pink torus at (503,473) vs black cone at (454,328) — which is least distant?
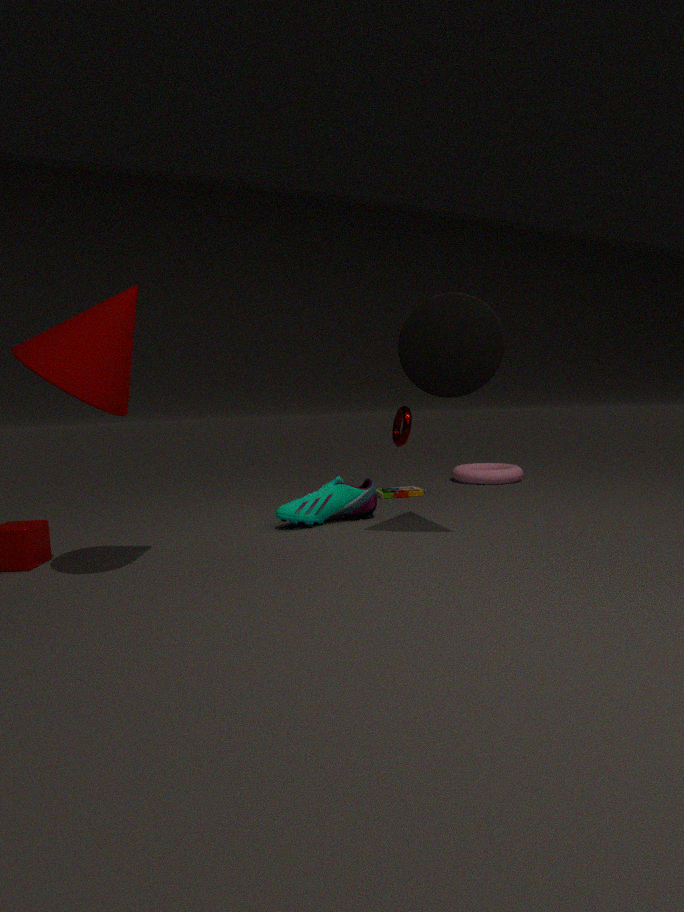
black cone at (454,328)
